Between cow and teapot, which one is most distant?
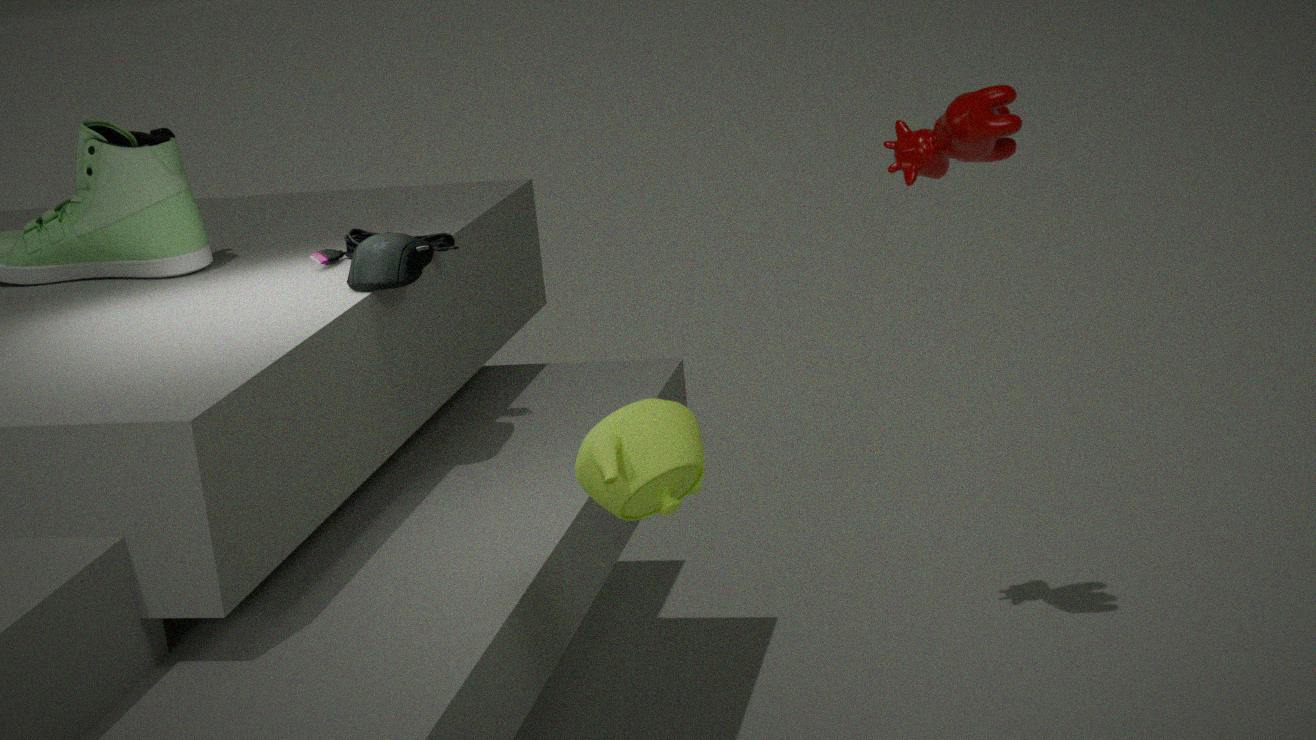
cow
